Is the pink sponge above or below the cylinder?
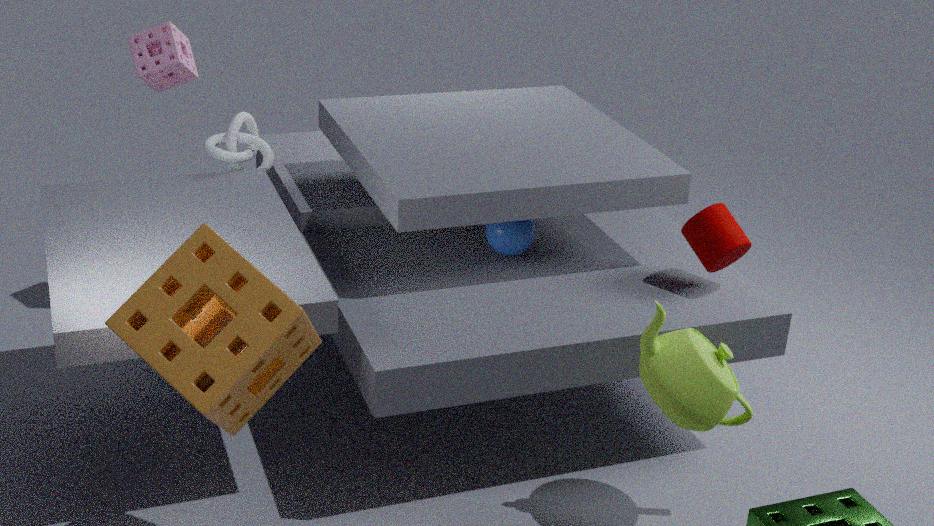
above
